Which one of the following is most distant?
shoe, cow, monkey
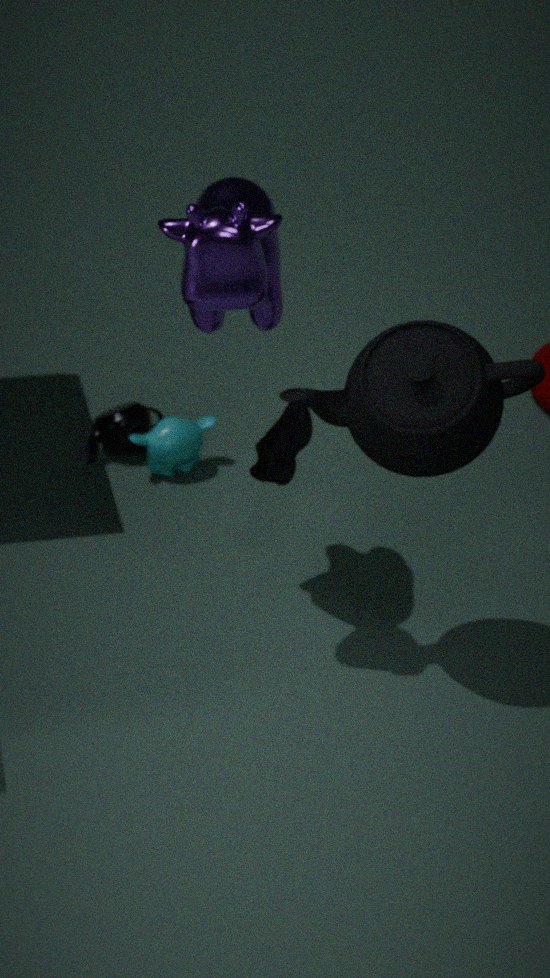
monkey
